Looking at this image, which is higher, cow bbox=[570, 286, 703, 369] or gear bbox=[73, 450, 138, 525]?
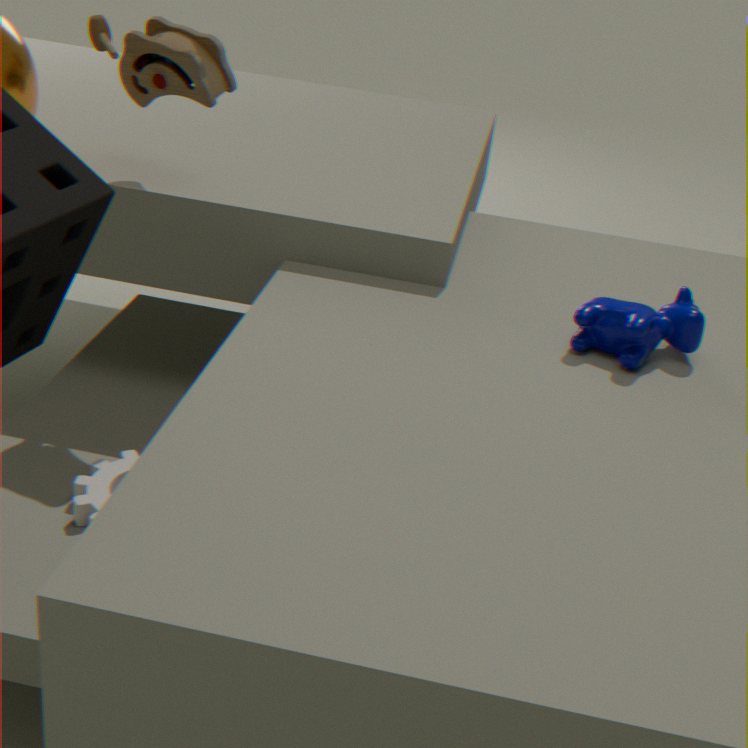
cow bbox=[570, 286, 703, 369]
